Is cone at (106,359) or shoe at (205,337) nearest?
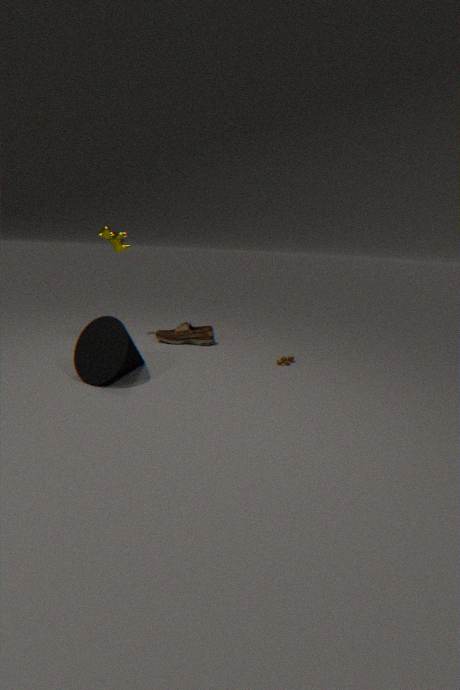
cone at (106,359)
